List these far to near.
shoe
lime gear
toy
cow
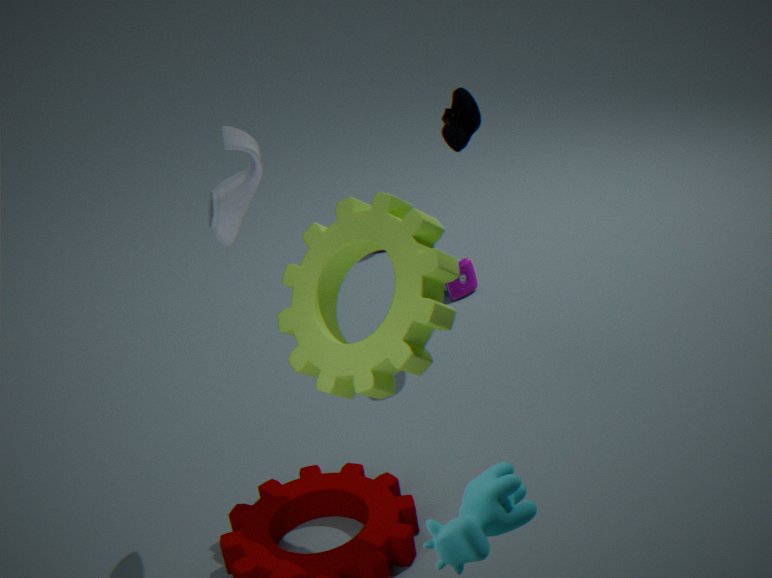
toy → shoe → lime gear → cow
